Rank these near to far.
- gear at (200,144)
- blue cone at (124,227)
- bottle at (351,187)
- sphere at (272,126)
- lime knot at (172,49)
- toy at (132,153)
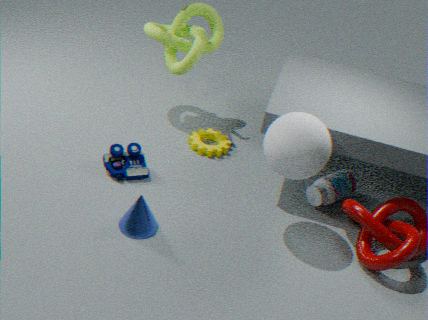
sphere at (272,126)
blue cone at (124,227)
toy at (132,153)
bottle at (351,187)
lime knot at (172,49)
gear at (200,144)
